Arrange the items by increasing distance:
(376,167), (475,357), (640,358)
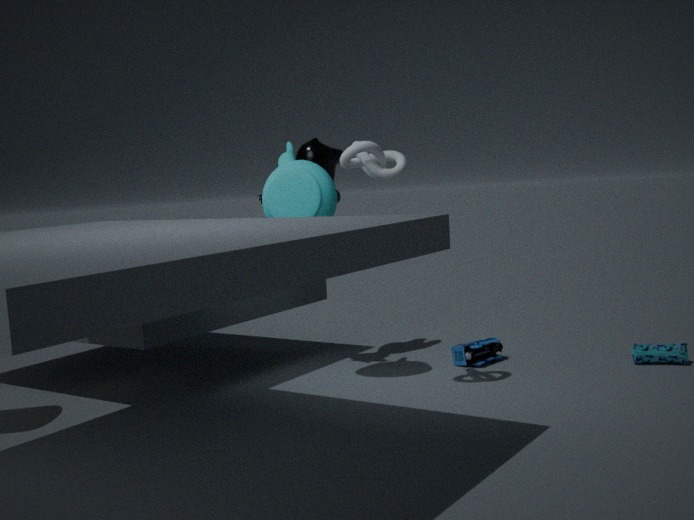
1. (376,167)
2. (640,358)
3. (475,357)
